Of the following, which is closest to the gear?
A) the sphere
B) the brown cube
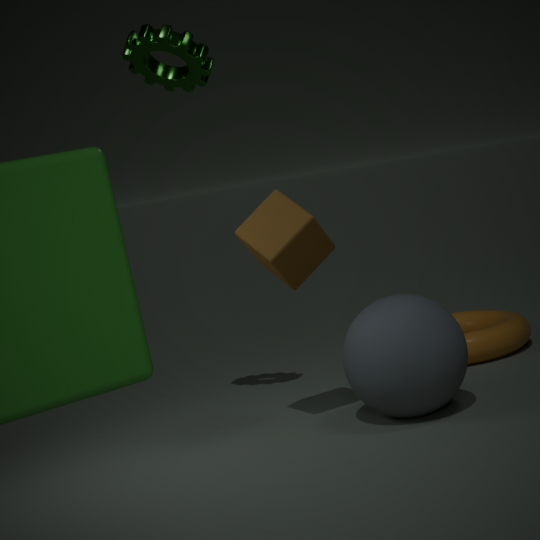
the brown cube
